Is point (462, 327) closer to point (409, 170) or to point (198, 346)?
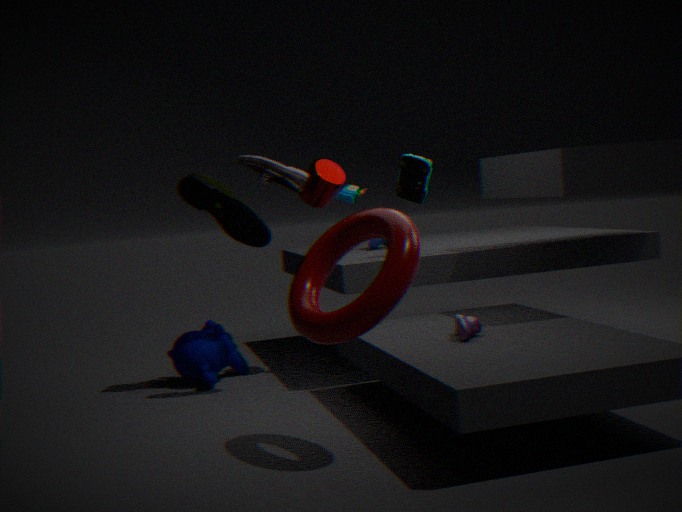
point (409, 170)
